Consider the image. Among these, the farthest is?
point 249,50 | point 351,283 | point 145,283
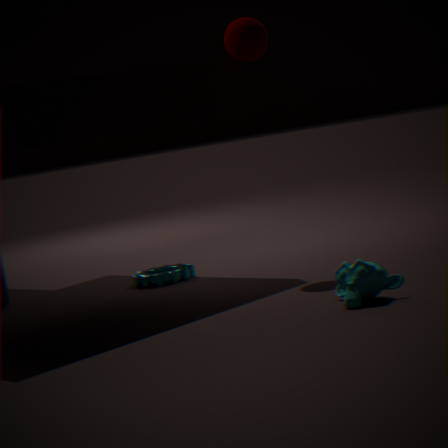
point 145,283
